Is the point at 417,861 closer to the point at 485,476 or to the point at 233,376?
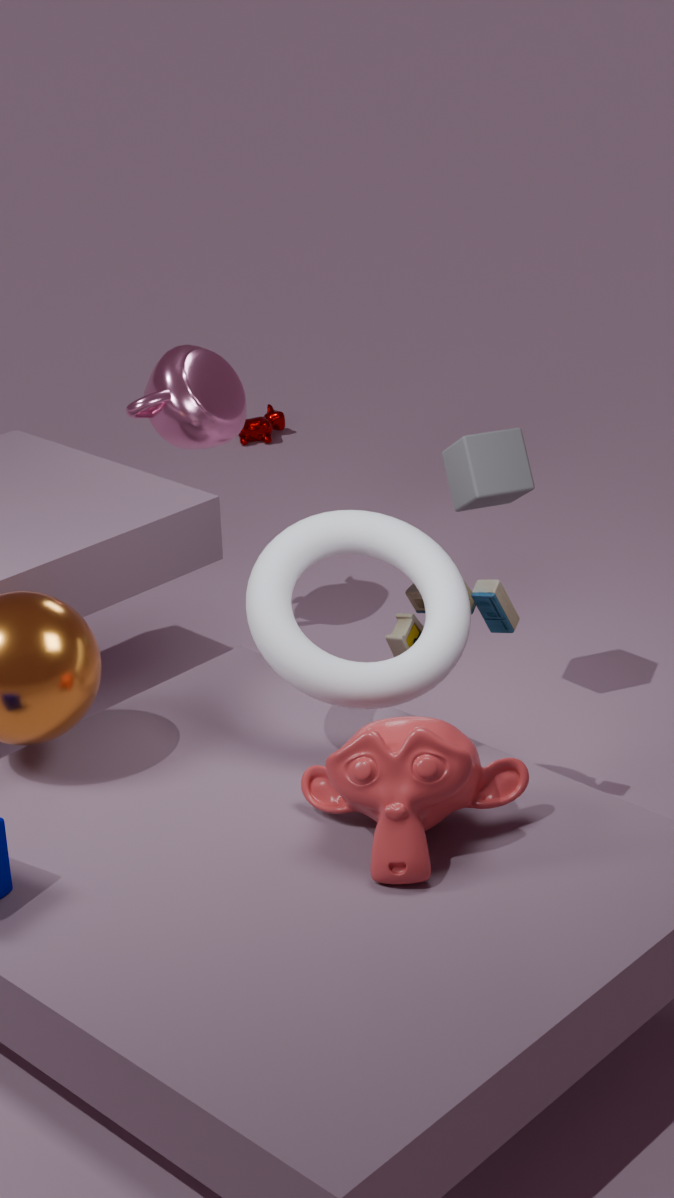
the point at 485,476
